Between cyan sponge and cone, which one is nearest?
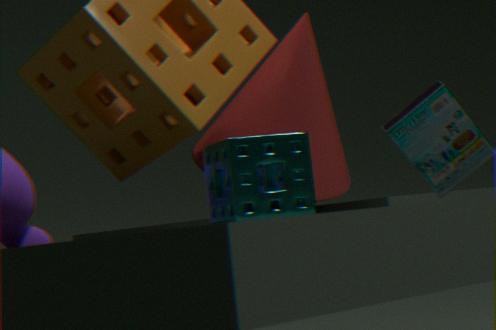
cyan sponge
